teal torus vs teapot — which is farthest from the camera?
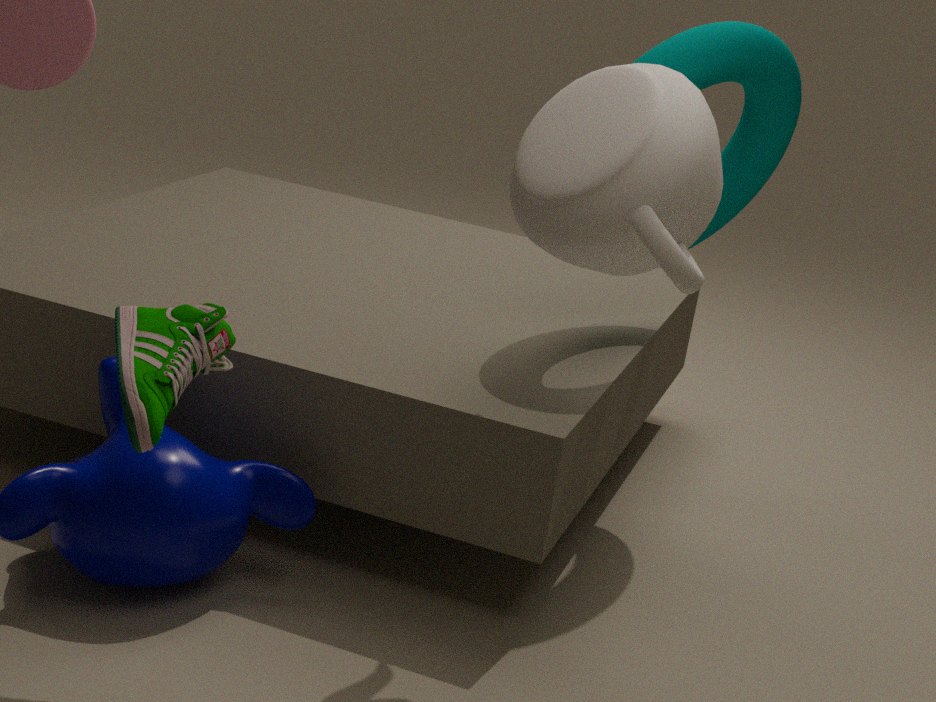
teal torus
